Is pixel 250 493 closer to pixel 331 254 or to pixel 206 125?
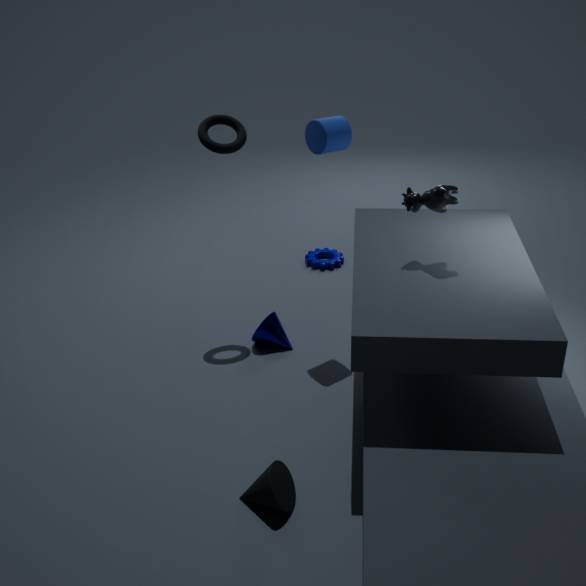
pixel 206 125
